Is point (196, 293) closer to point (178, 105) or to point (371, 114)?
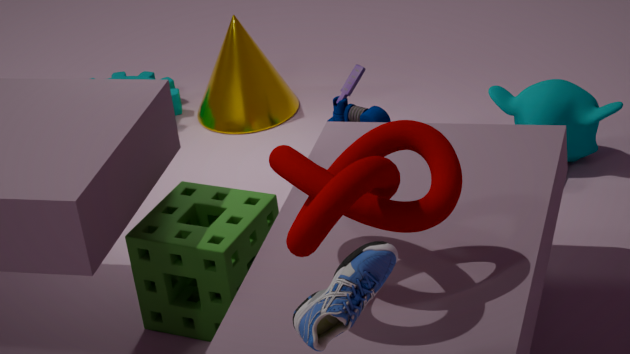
point (371, 114)
